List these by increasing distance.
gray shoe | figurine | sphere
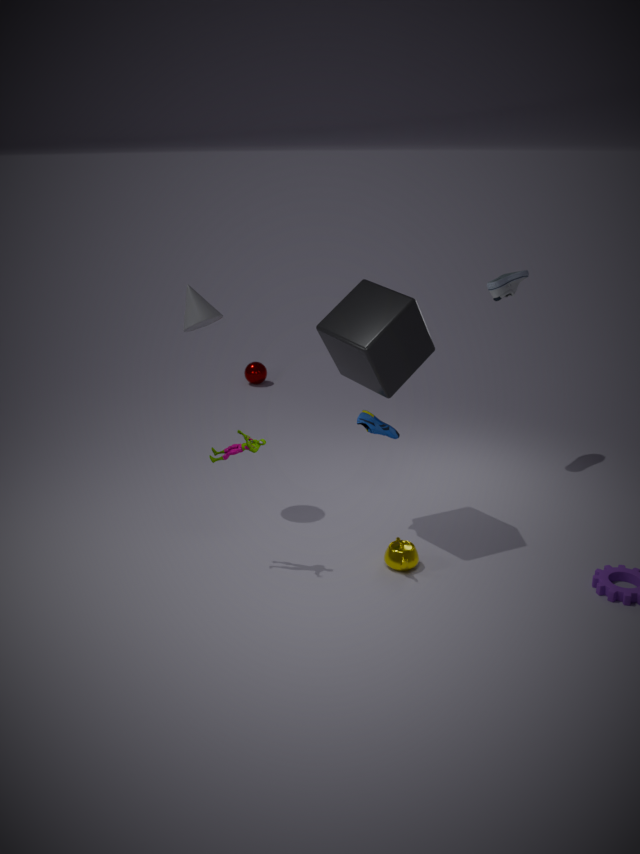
1. figurine
2. gray shoe
3. sphere
